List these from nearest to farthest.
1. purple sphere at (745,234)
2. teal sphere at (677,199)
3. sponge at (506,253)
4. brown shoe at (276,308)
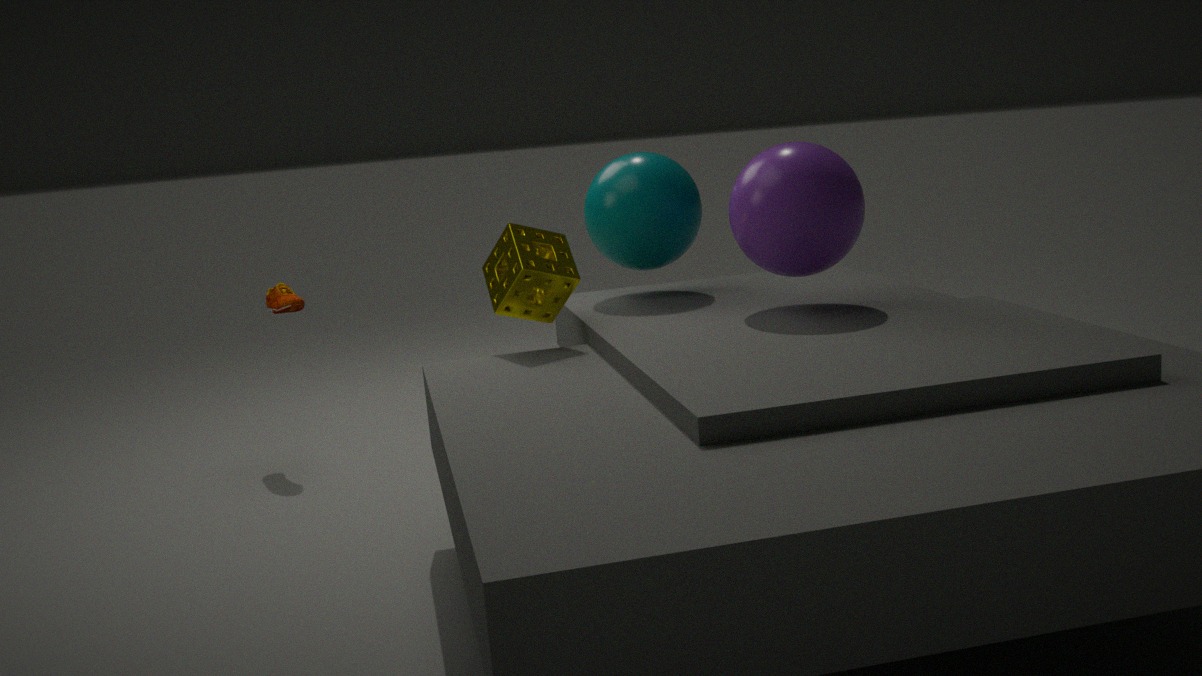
purple sphere at (745,234) < sponge at (506,253) < teal sphere at (677,199) < brown shoe at (276,308)
